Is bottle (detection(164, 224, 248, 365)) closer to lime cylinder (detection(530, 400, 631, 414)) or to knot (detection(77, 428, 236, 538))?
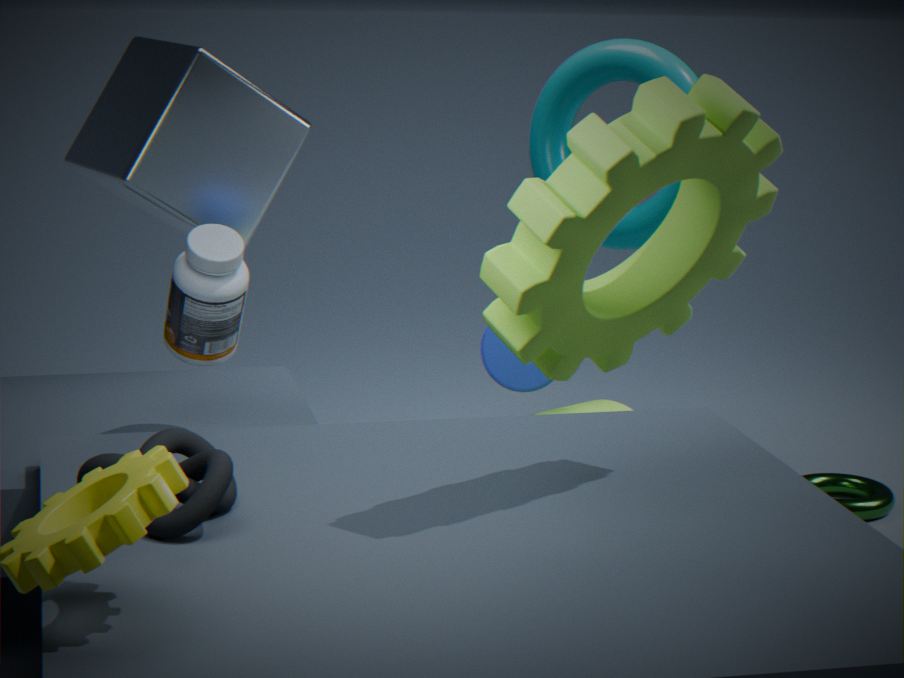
knot (detection(77, 428, 236, 538))
